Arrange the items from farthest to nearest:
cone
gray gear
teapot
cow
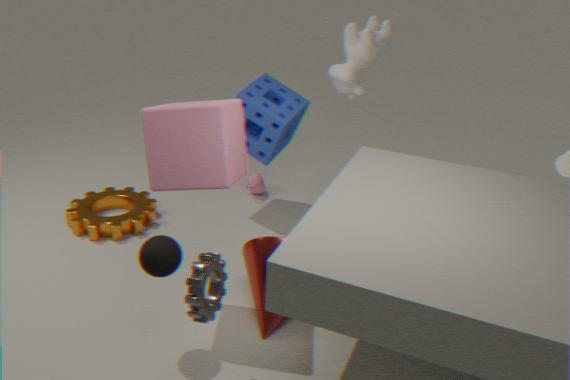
teapot → cow → cone → gray gear
